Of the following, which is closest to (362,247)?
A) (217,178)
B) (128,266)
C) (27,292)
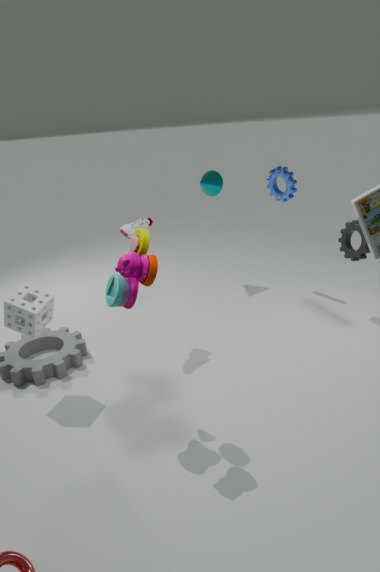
(217,178)
